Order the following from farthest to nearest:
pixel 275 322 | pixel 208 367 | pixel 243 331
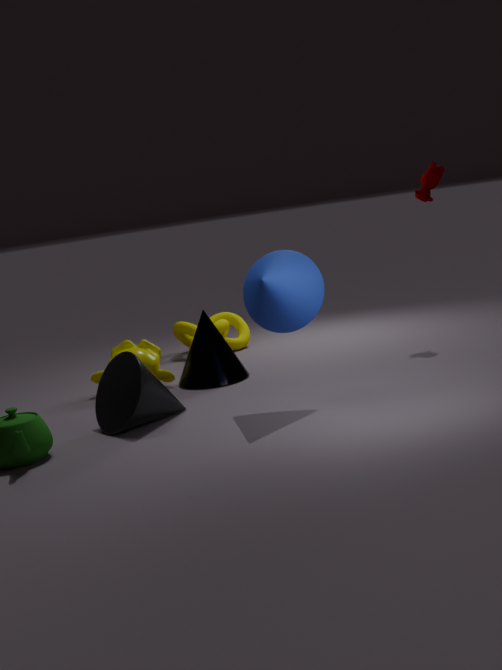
pixel 243 331
pixel 208 367
pixel 275 322
